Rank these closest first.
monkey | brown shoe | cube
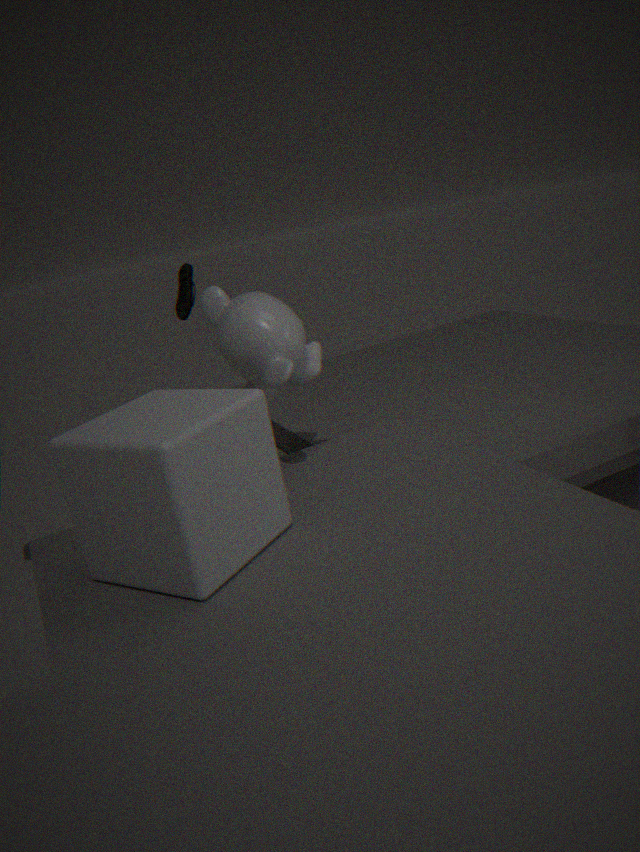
cube < monkey < brown shoe
